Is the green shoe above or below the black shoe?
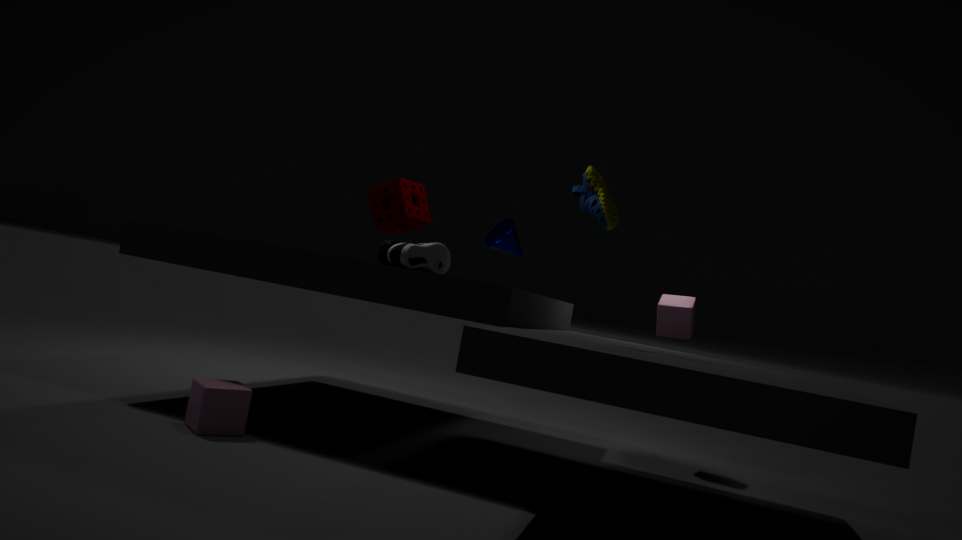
above
